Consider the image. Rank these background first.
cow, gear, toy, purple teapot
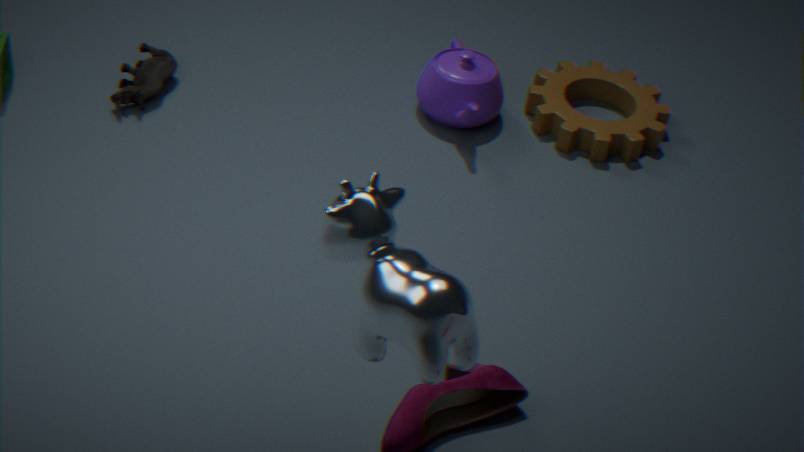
gear, purple teapot, toy, cow
